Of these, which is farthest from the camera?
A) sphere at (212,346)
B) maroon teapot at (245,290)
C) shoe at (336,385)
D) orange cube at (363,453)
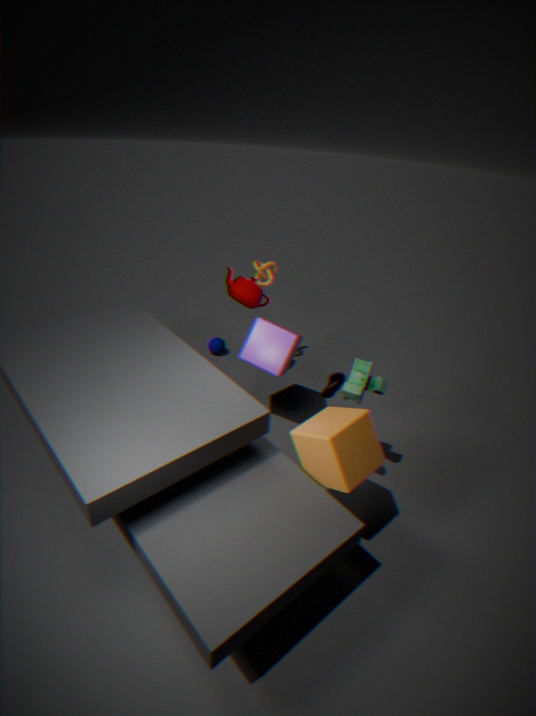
sphere at (212,346)
